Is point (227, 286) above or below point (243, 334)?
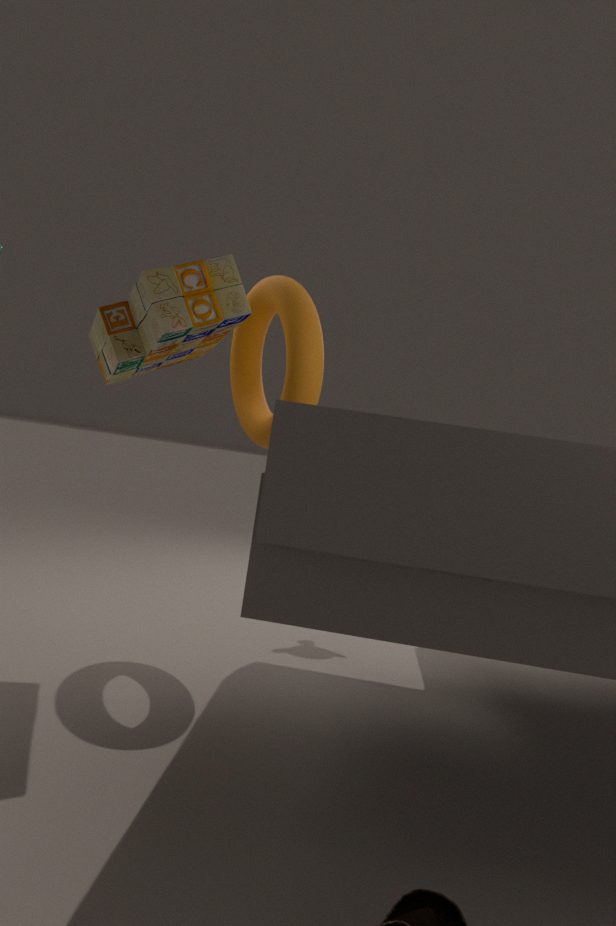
above
